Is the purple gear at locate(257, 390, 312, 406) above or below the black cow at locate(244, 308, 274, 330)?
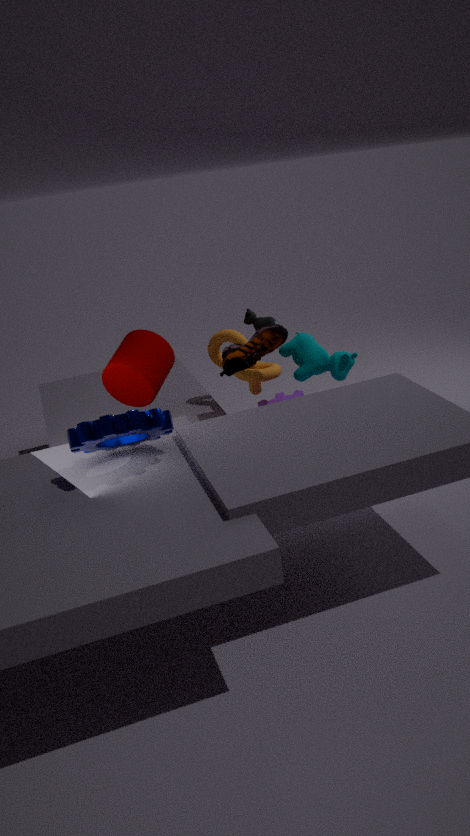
below
